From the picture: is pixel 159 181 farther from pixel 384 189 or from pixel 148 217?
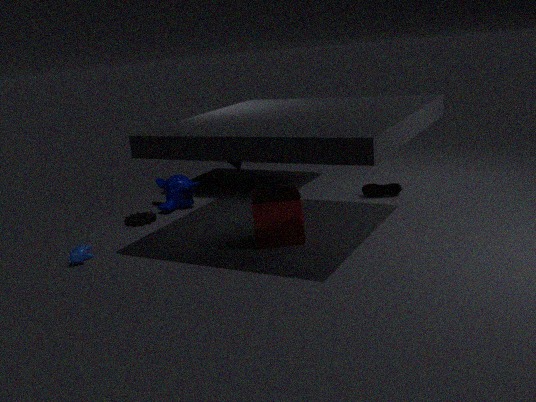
pixel 384 189
